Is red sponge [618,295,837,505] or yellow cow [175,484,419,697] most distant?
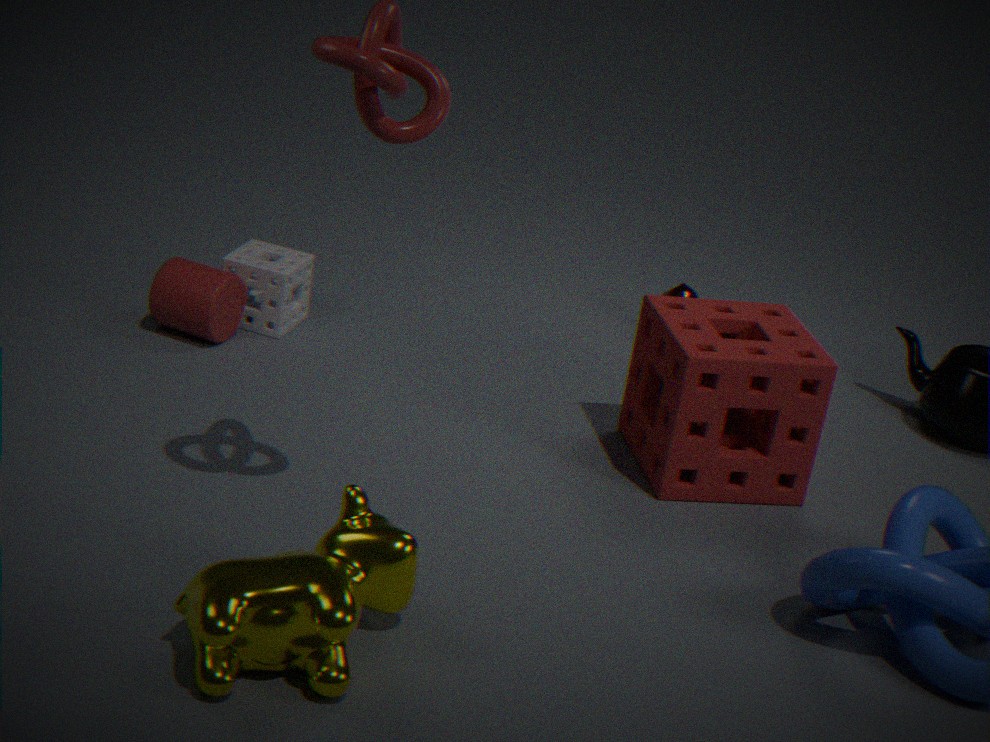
red sponge [618,295,837,505]
